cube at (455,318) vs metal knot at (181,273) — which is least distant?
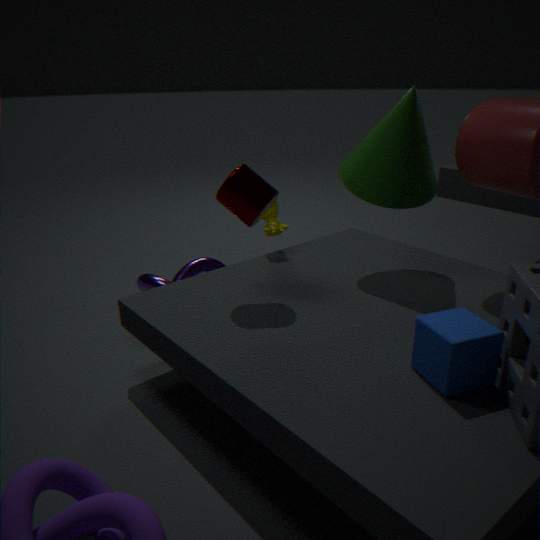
cube at (455,318)
